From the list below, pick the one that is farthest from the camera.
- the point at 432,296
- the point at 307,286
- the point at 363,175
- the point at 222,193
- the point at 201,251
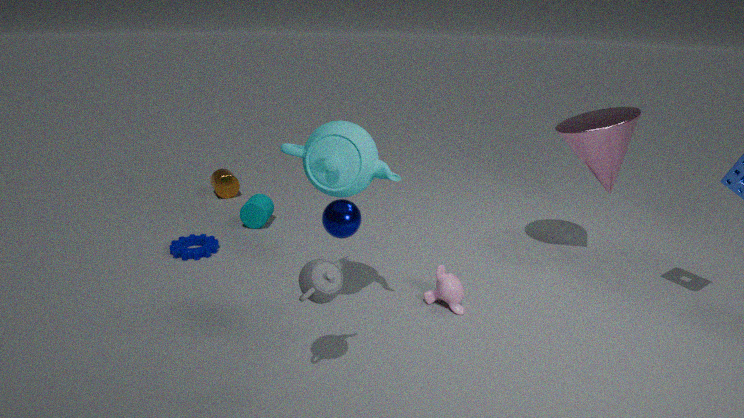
the point at 222,193
